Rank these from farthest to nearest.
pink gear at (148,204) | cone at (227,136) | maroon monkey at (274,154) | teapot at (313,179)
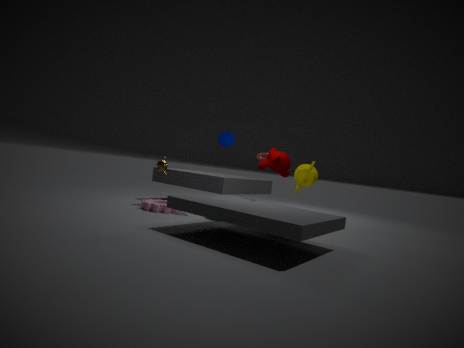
teapot at (313,179), cone at (227,136), pink gear at (148,204), maroon monkey at (274,154)
